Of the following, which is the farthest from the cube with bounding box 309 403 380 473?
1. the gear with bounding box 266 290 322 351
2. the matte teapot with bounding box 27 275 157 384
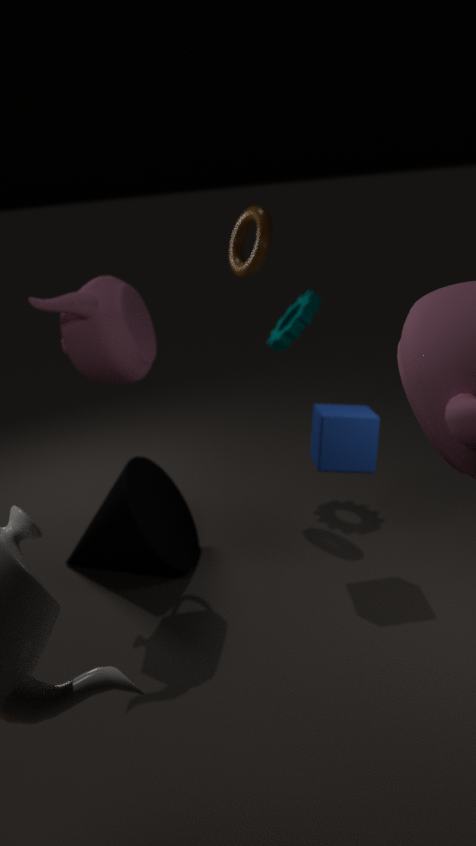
the matte teapot with bounding box 27 275 157 384
